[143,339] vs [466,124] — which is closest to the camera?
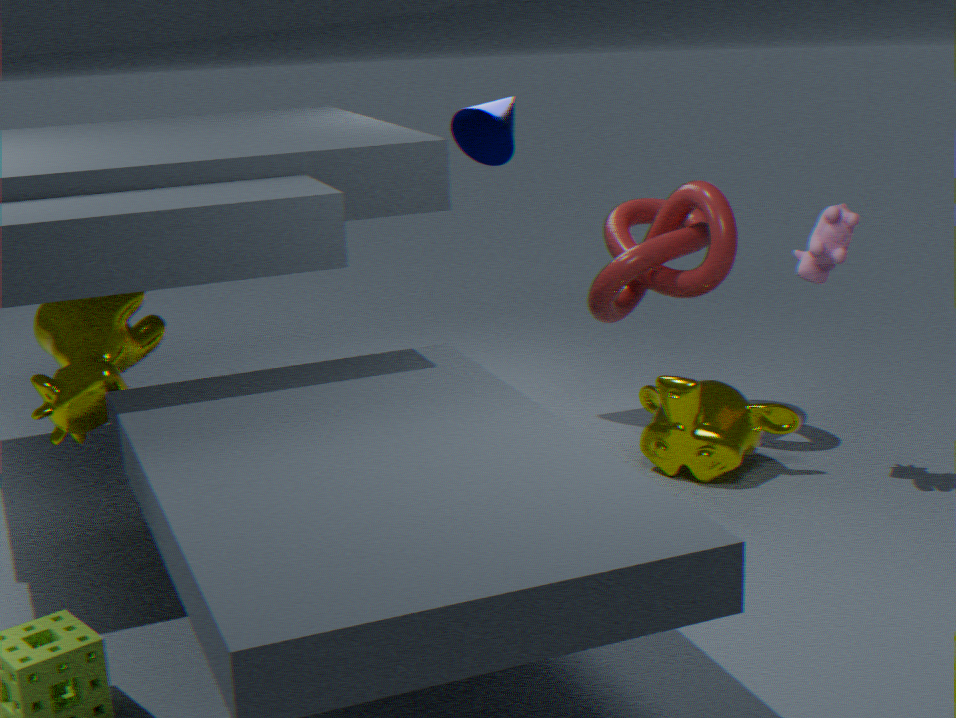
[143,339]
